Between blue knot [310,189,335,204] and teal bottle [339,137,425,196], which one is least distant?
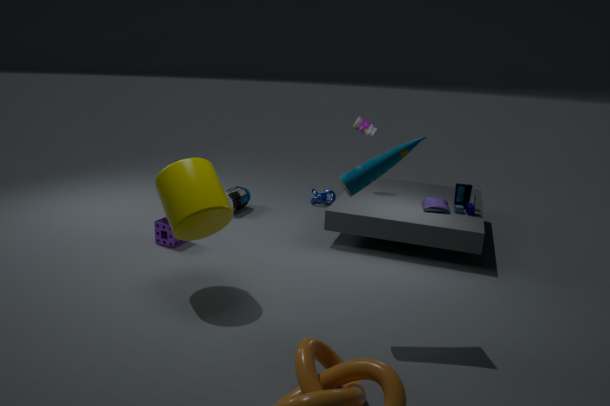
teal bottle [339,137,425,196]
